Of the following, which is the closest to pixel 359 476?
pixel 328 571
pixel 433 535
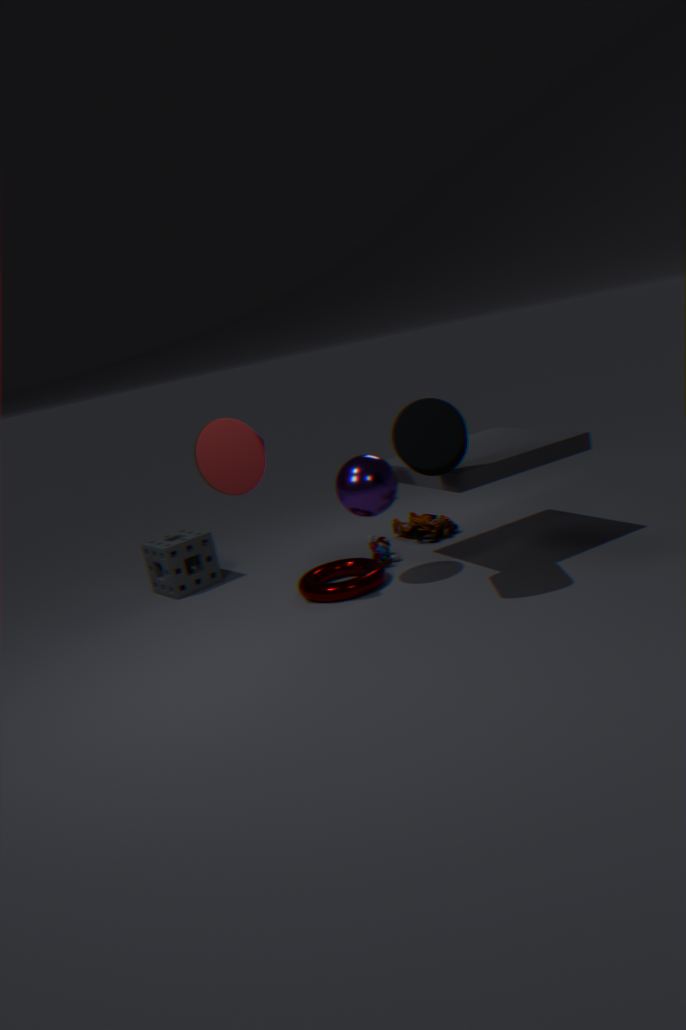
pixel 328 571
